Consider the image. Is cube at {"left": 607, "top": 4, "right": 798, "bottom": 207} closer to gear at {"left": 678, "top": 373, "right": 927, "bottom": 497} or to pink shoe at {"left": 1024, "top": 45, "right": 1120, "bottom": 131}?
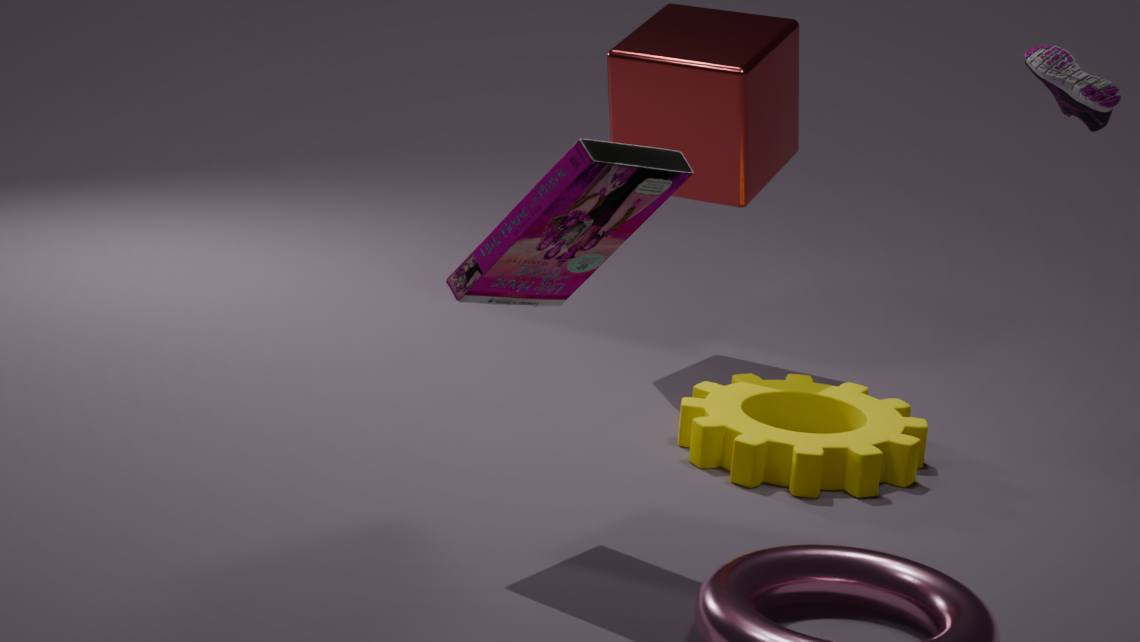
gear at {"left": 678, "top": 373, "right": 927, "bottom": 497}
